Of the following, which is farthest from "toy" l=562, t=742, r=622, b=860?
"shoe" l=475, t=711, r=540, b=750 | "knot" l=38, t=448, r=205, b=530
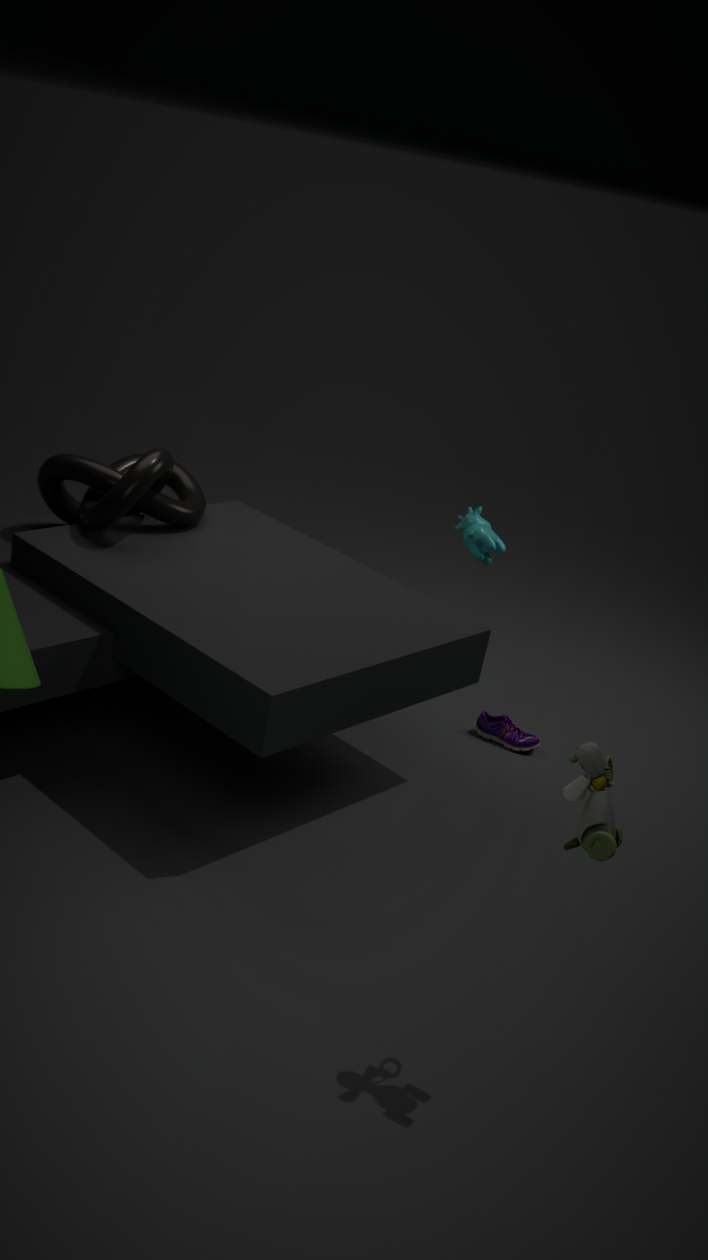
"knot" l=38, t=448, r=205, b=530
